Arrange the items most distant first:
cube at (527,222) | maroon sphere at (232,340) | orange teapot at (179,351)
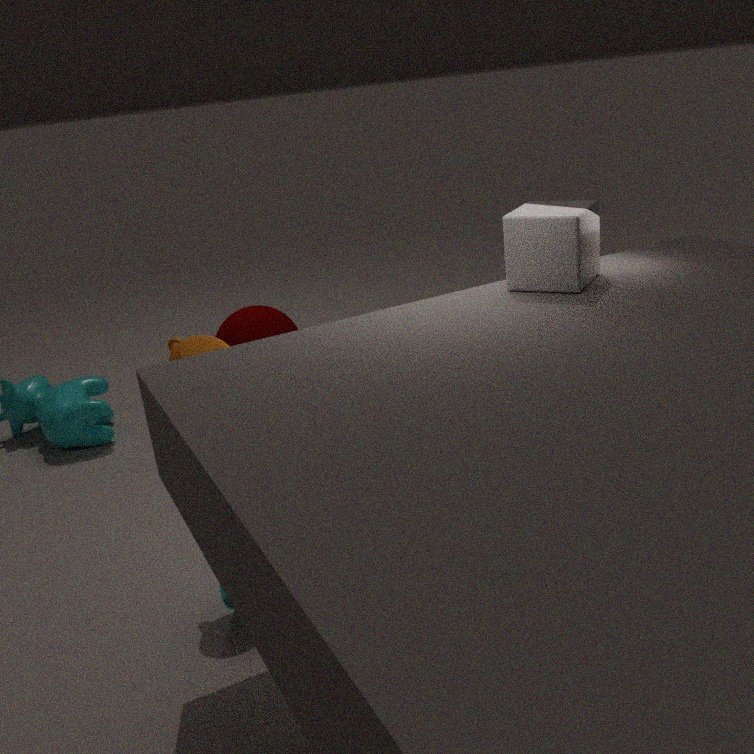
1. maroon sphere at (232,340)
2. orange teapot at (179,351)
3. cube at (527,222)
